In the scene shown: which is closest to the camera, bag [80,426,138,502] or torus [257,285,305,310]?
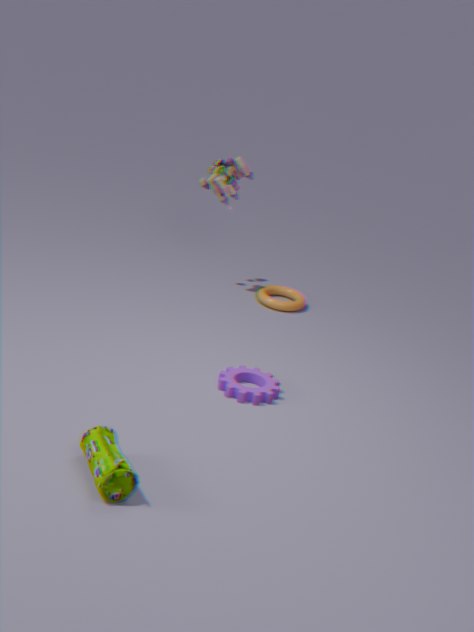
bag [80,426,138,502]
